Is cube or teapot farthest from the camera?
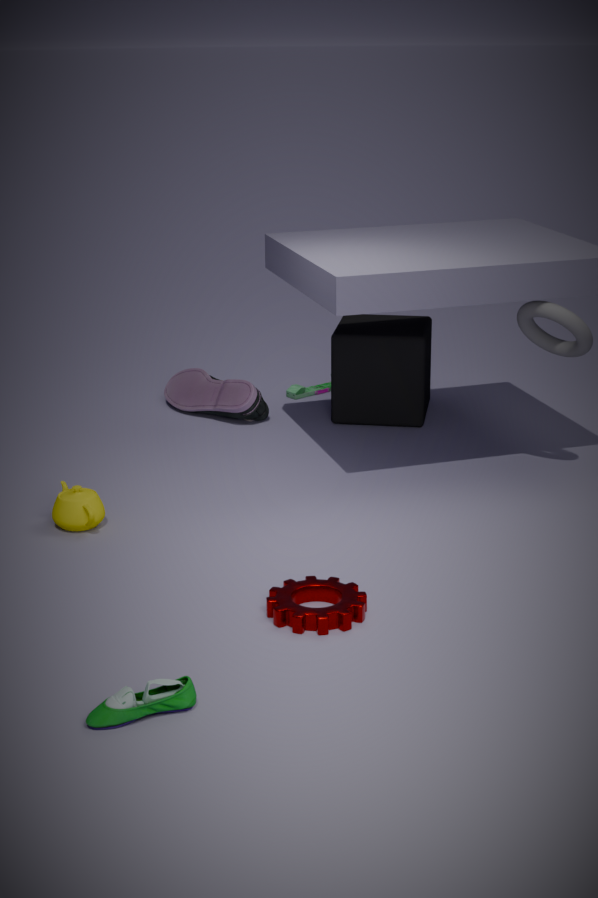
cube
